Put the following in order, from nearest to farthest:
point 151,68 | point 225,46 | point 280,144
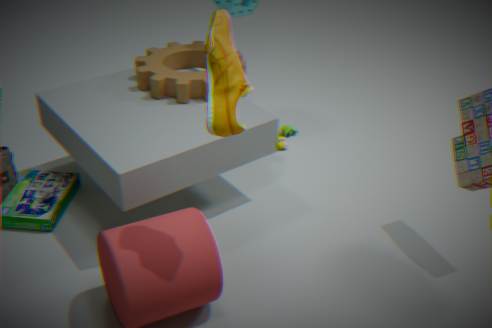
point 225,46 → point 151,68 → point 280,144
